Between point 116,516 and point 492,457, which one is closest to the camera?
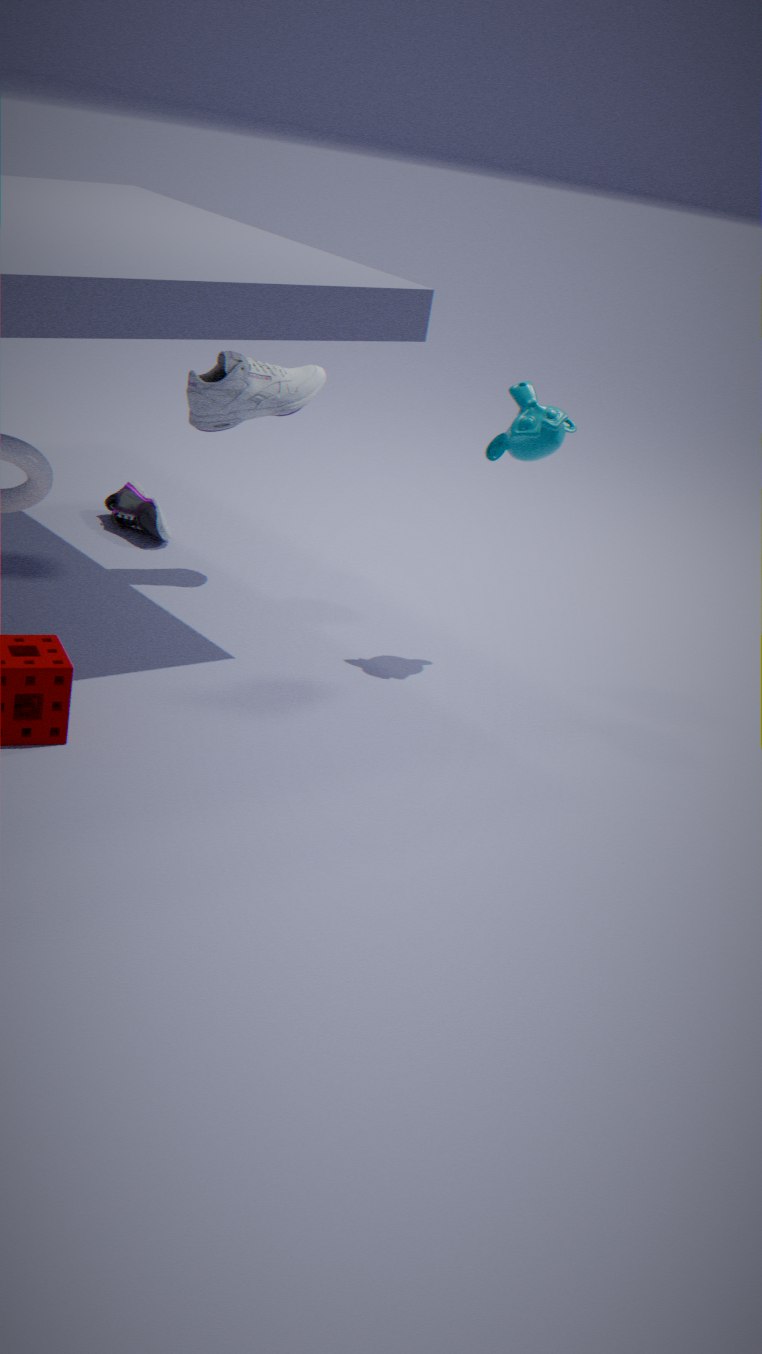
point 492,457
